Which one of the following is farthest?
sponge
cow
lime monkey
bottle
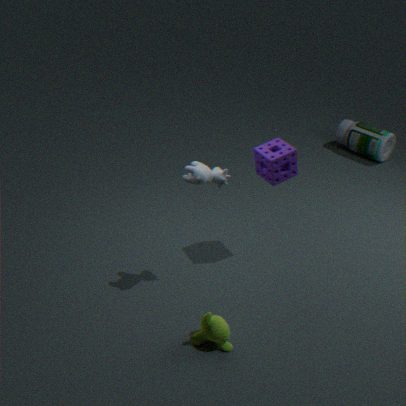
bottle
